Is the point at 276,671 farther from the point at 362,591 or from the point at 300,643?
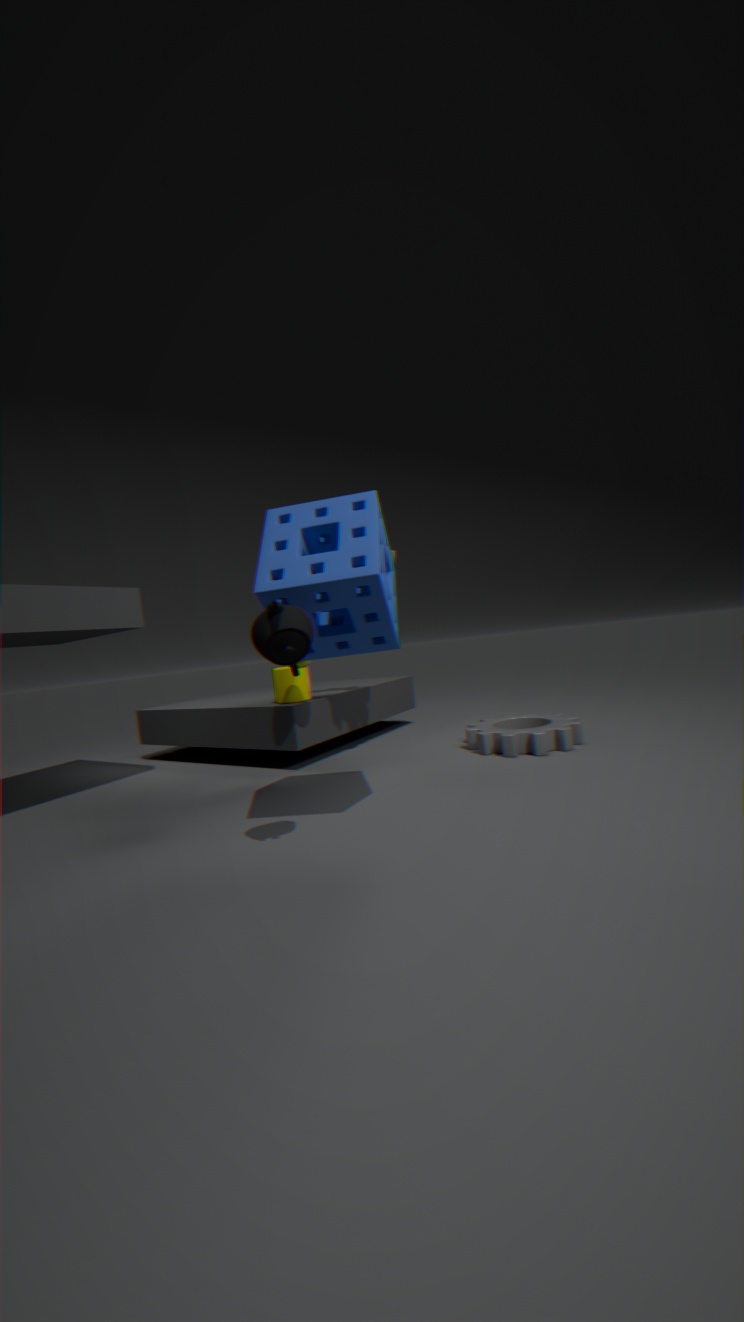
the point at 300,643
